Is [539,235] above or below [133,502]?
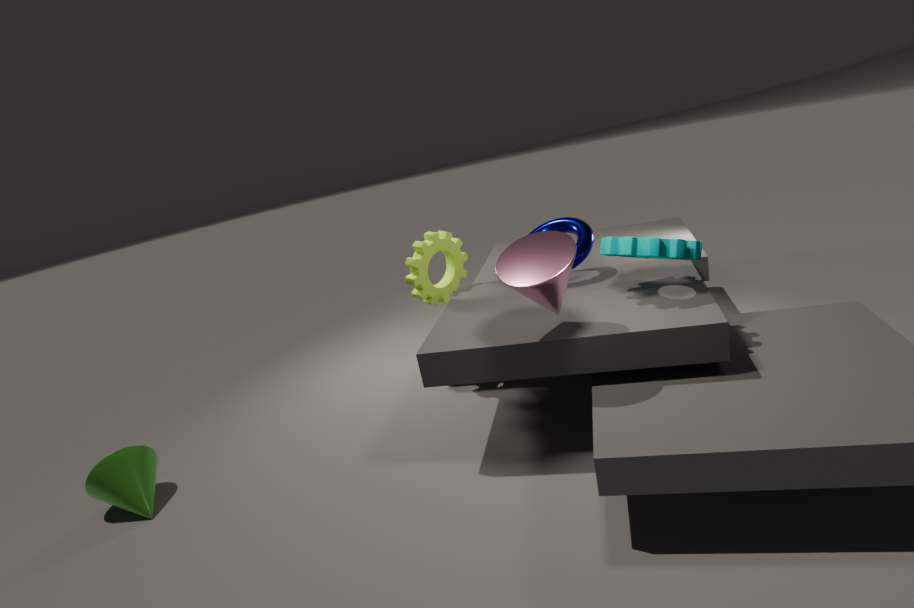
above
